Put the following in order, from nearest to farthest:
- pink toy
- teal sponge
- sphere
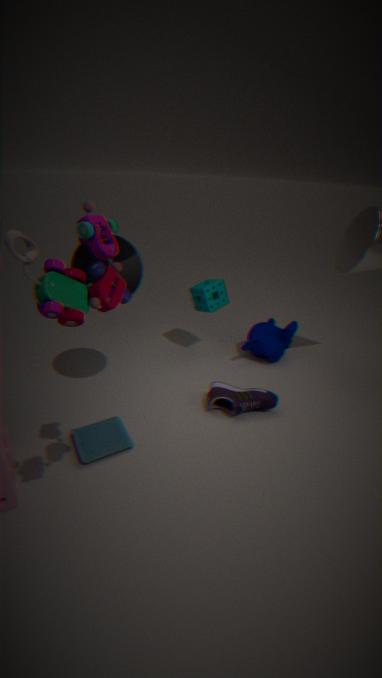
pink toy, sphere, teal sponge
